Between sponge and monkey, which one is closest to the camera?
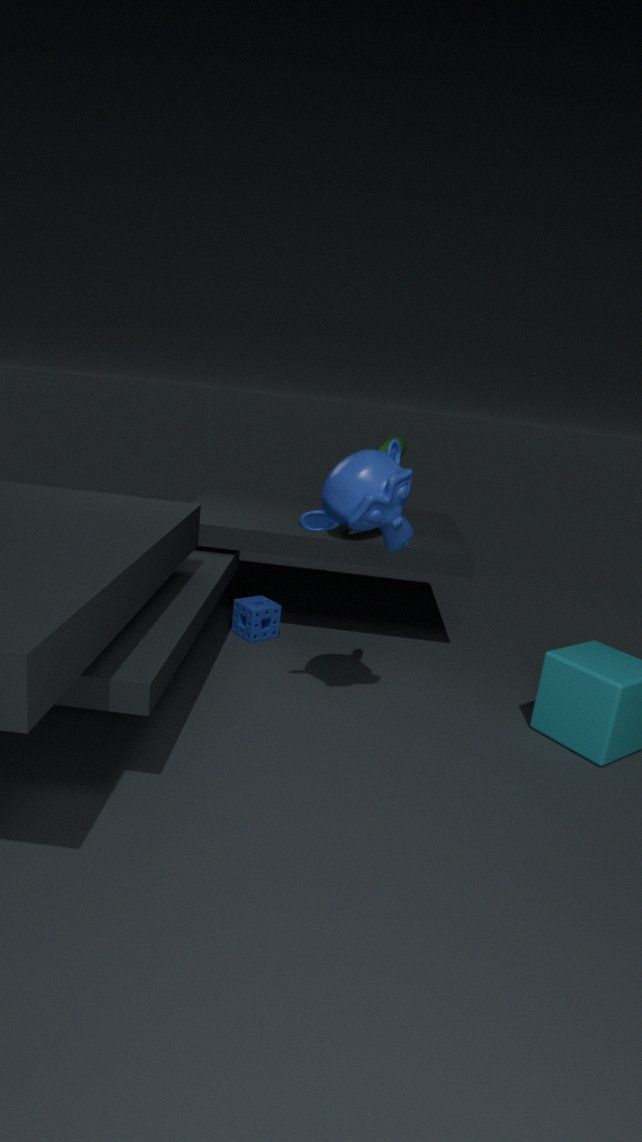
monkey
